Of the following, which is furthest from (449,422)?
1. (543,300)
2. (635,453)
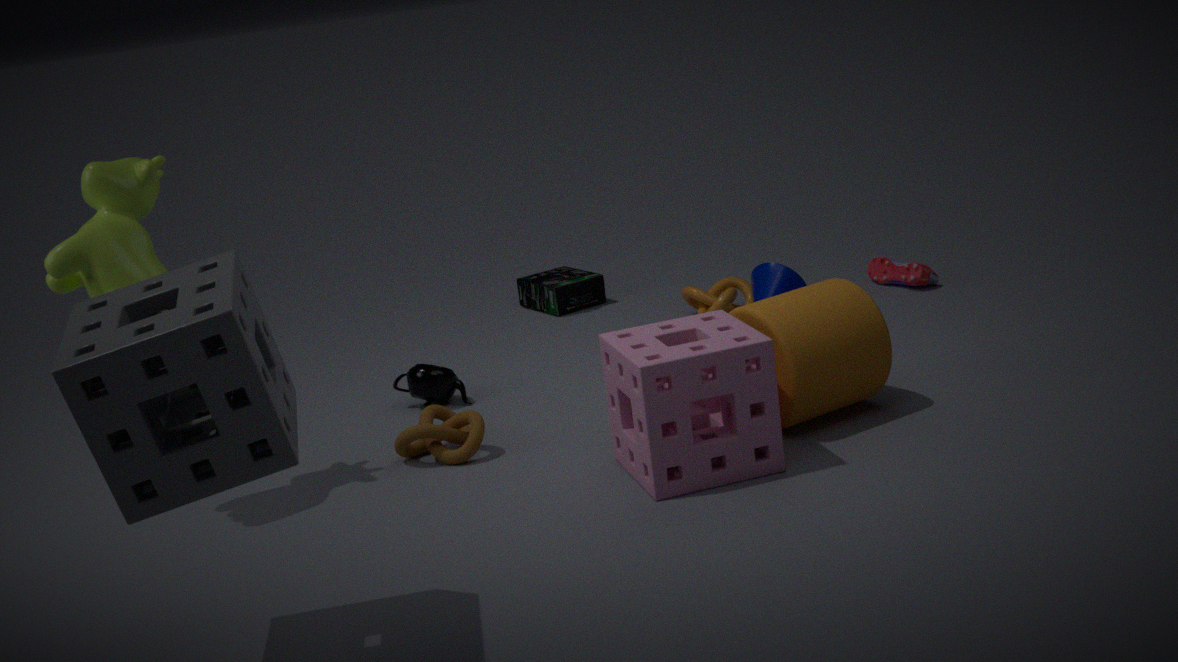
(543,300)
